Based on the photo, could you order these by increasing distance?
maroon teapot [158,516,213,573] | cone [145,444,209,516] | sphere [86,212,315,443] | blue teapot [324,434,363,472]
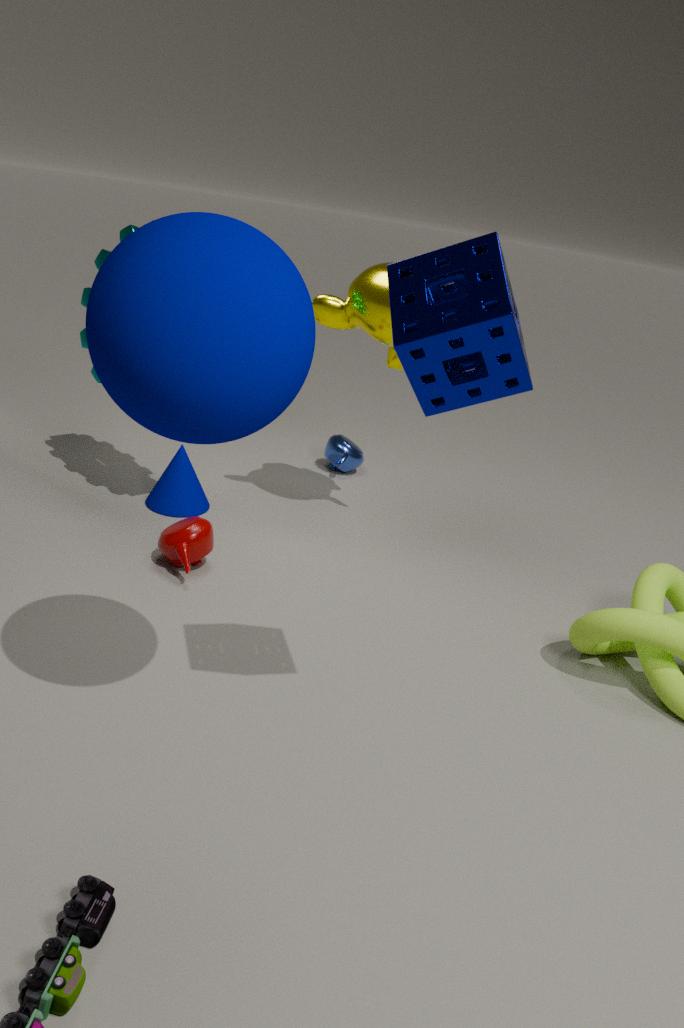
sphere [86,212,315,443] → maroon teapot [158,516,213,573] → cone [145,444,209,516] → blue teapot [324,434,363,472]
